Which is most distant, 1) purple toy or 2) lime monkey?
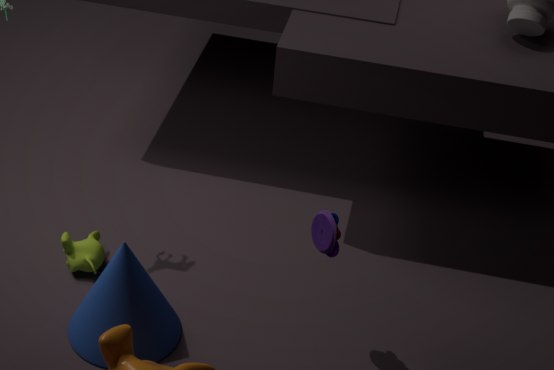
2. lime monkey
